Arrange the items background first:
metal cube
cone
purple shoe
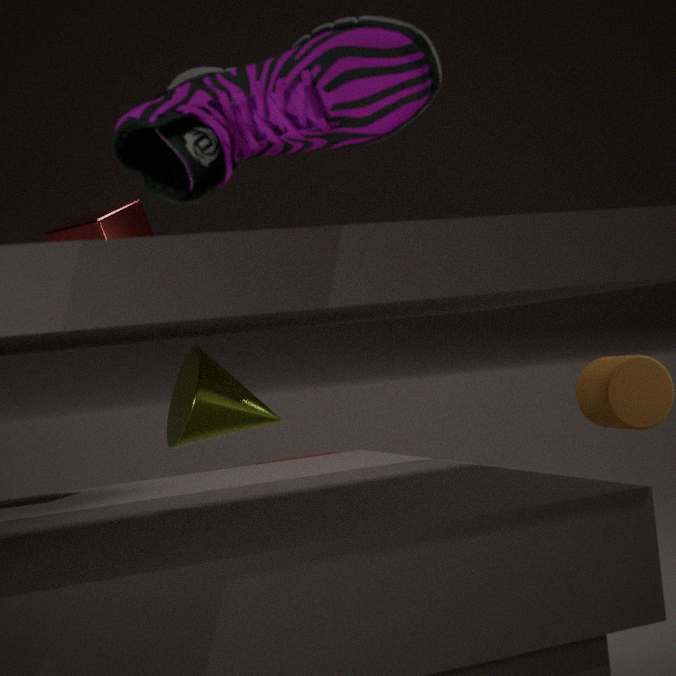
metal cube
cone
purple shoe
